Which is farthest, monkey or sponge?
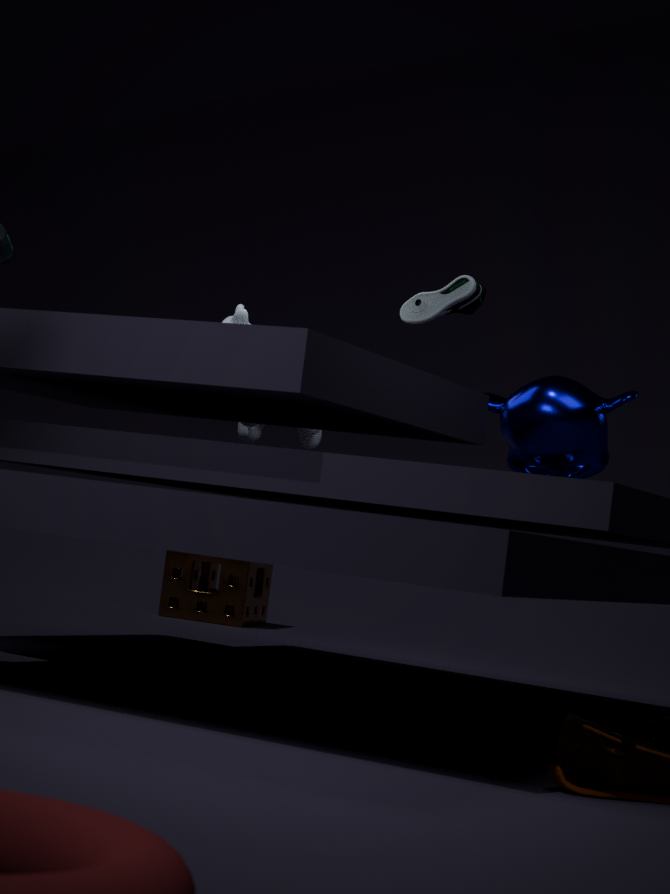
sponge
